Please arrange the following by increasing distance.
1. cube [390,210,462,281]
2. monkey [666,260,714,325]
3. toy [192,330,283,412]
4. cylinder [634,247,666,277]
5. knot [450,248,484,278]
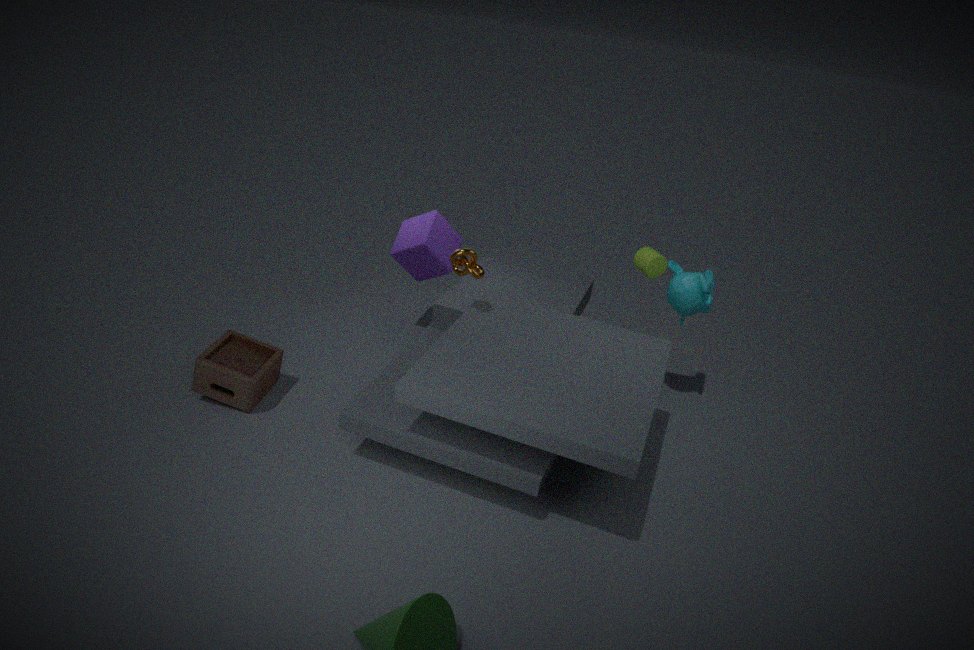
knot [450,248,484,278] < toy [192,330,283,412] < monkey [666,260,714,325] < cylinder [634,247,666,277] < cube [390,210,462,281]
